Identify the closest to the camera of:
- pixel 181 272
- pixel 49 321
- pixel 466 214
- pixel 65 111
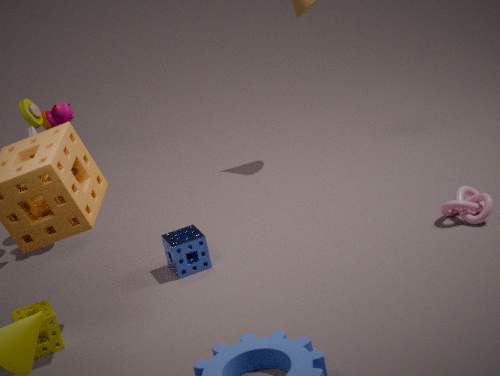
pixel 49 321
